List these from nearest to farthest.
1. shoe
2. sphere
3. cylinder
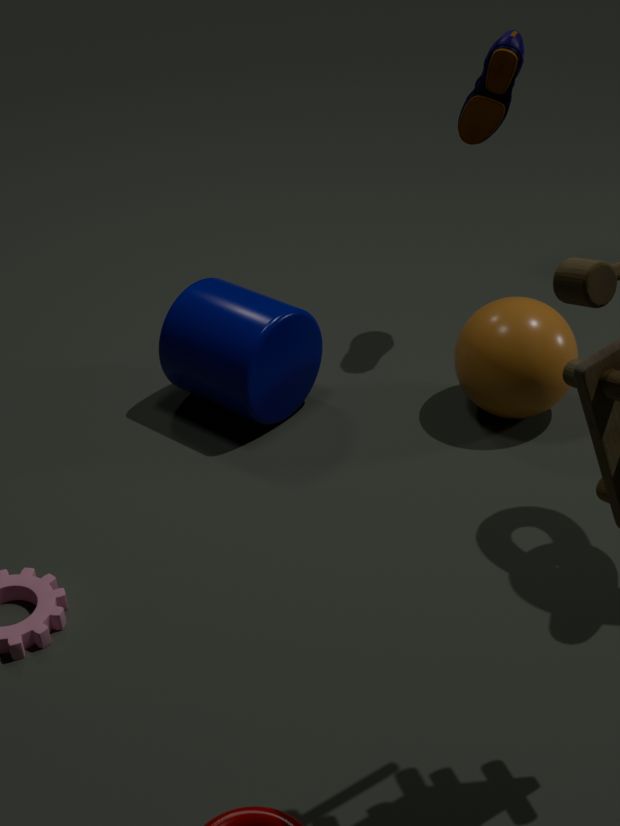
sphere < cylinder < shoe
